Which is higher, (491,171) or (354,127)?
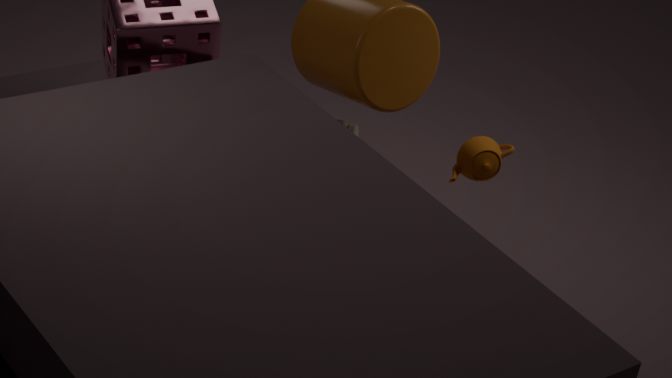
(354,127)
